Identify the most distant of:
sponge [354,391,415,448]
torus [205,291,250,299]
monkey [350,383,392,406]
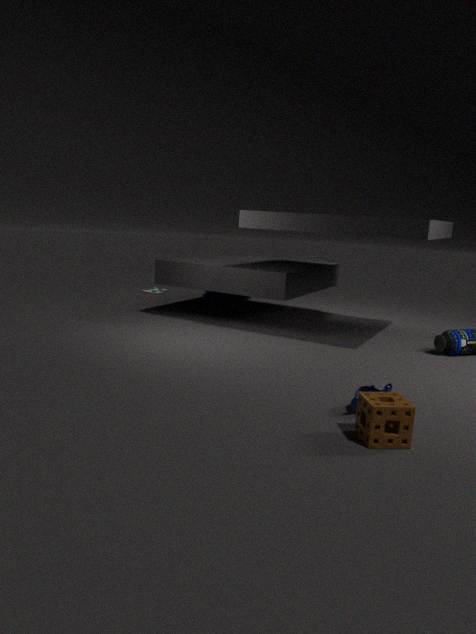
torus [205,291,250,299]
